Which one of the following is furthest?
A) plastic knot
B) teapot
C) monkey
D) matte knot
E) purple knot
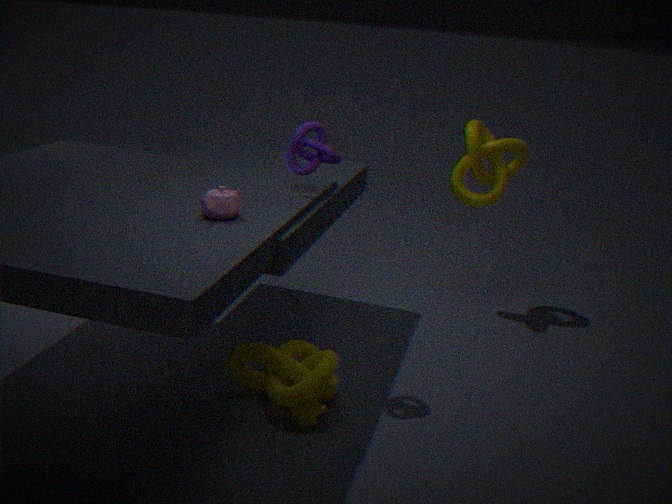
plastic knot
